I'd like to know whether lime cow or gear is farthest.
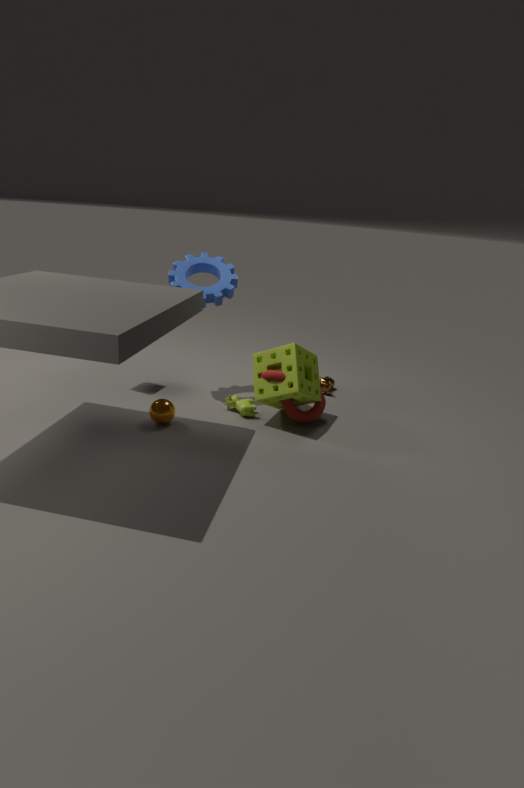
gear
